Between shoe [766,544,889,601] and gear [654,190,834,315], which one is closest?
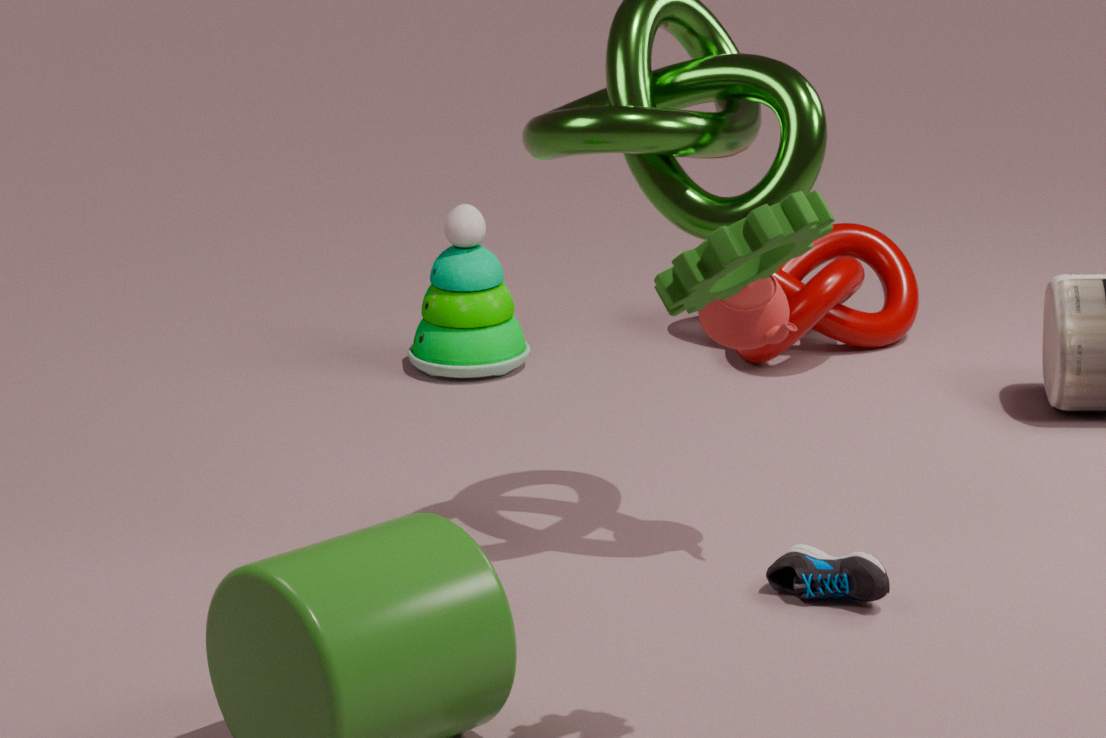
gear [654,190,834,315]
